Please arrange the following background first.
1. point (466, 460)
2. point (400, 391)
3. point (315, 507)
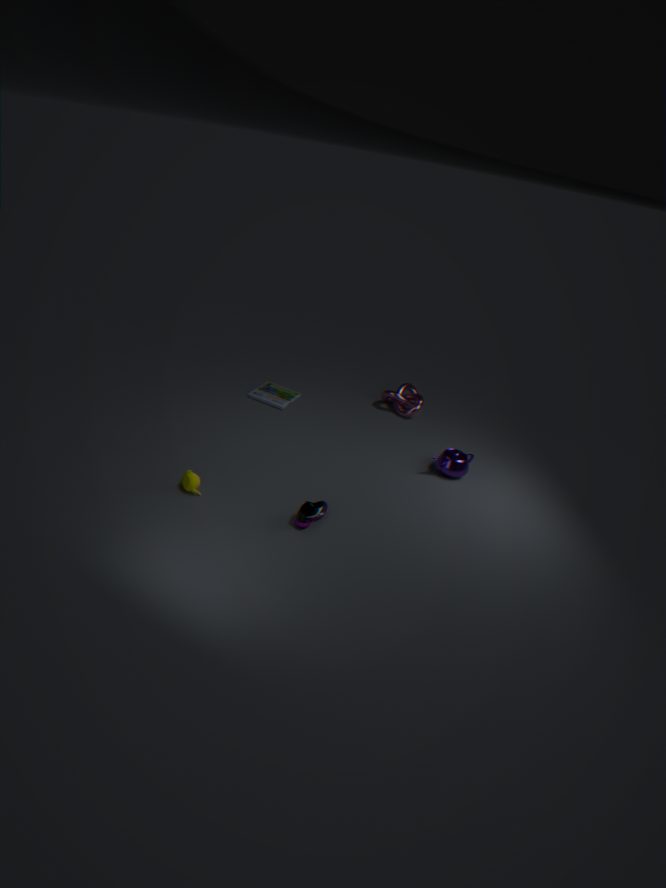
1. point (400, 391)
2. point (466, 460)
3. point (315, 507)
